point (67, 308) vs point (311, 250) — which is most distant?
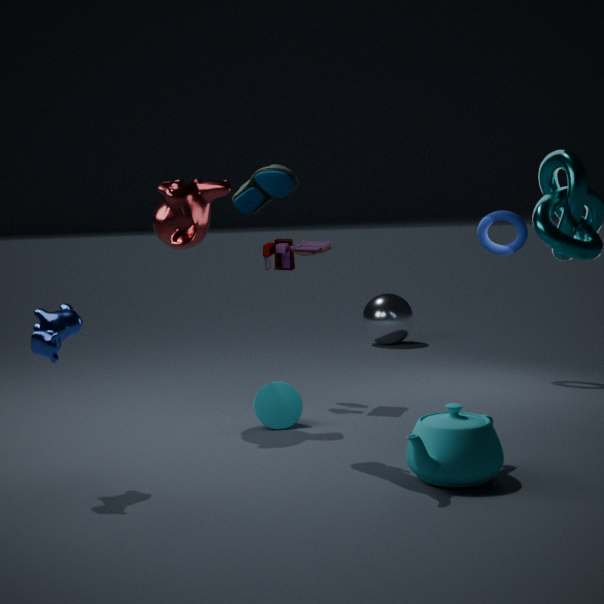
point (311, 250)
